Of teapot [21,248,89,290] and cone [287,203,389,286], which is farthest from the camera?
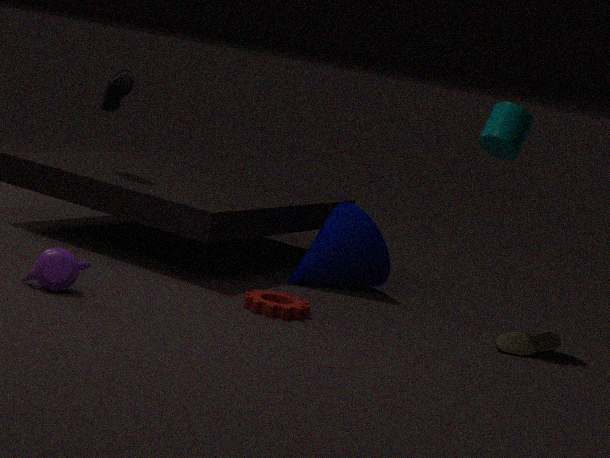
cone [287,203,389,286]
